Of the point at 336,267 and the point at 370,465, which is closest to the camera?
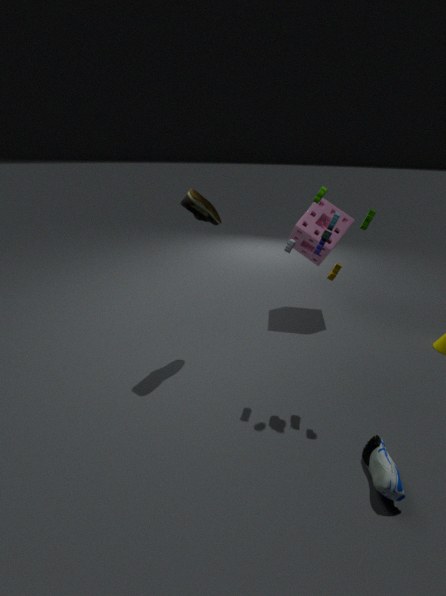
the point at 370,465
